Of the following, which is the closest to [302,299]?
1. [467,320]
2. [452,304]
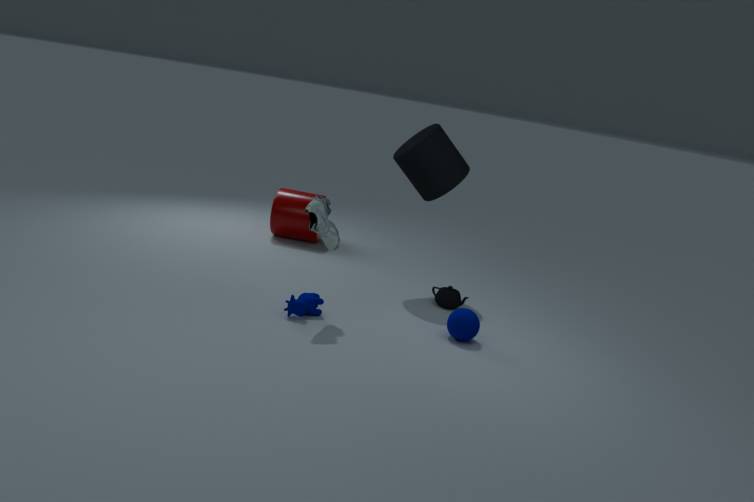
[467,320]
